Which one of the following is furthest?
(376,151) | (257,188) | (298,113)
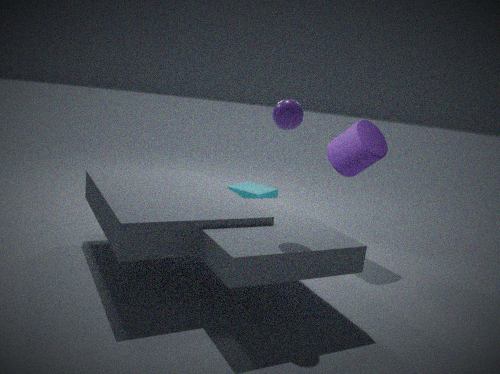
(257,188)
